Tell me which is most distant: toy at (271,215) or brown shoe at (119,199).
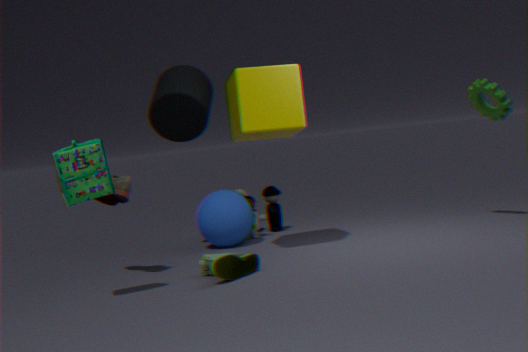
toy at (271,215)
